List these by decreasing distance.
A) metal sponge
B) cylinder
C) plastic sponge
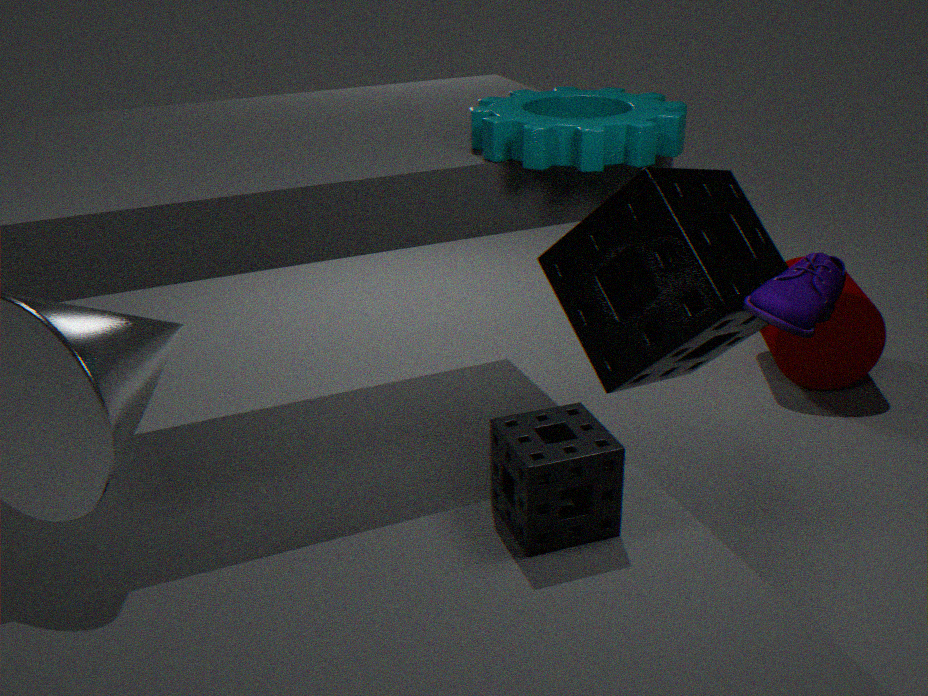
cylinder → metal sponge → plastic sponge
